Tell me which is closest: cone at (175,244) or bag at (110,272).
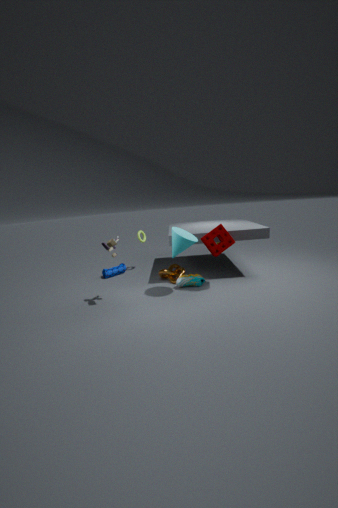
cone at (175,244)
